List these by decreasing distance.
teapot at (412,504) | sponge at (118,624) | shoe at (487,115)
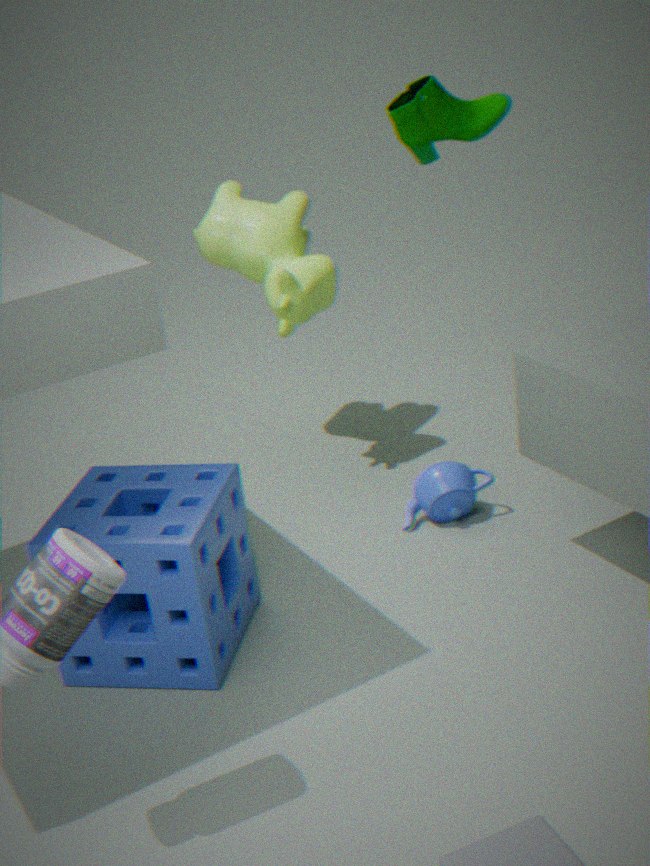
shoe at (487,115)
teapot at (412,504)
sponge at (118,624)
